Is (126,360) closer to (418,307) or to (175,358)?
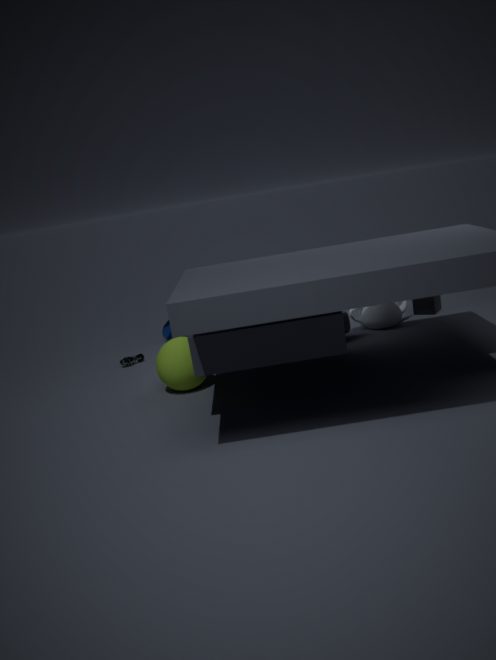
(175,358)
